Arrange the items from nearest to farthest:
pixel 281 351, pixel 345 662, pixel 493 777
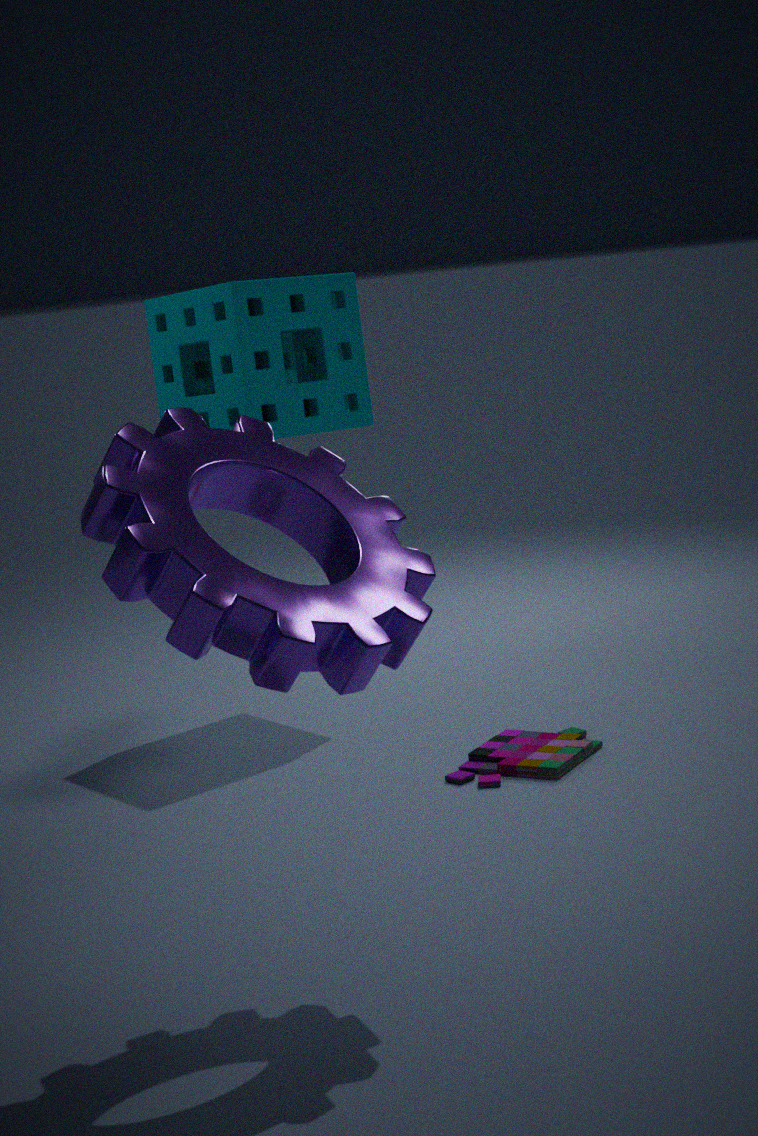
1. pixel 345 662
2. pixel 493 777
3. pixel 281 351
